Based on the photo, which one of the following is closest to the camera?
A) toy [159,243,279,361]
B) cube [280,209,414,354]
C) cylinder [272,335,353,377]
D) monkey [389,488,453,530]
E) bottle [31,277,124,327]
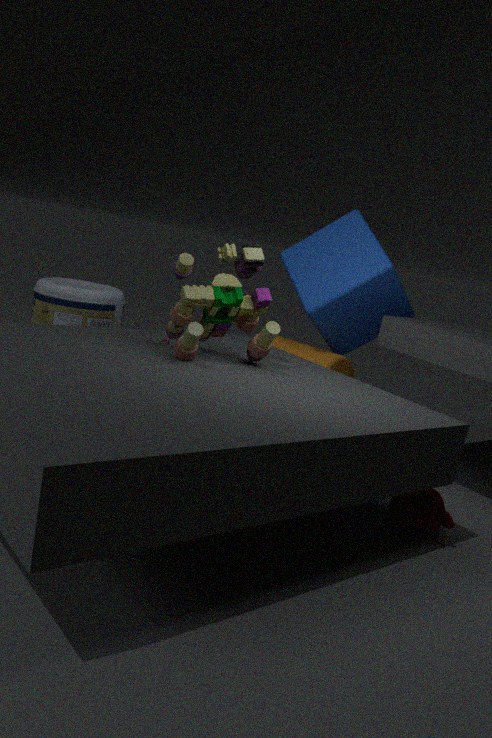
toy [159,243,279,361]
